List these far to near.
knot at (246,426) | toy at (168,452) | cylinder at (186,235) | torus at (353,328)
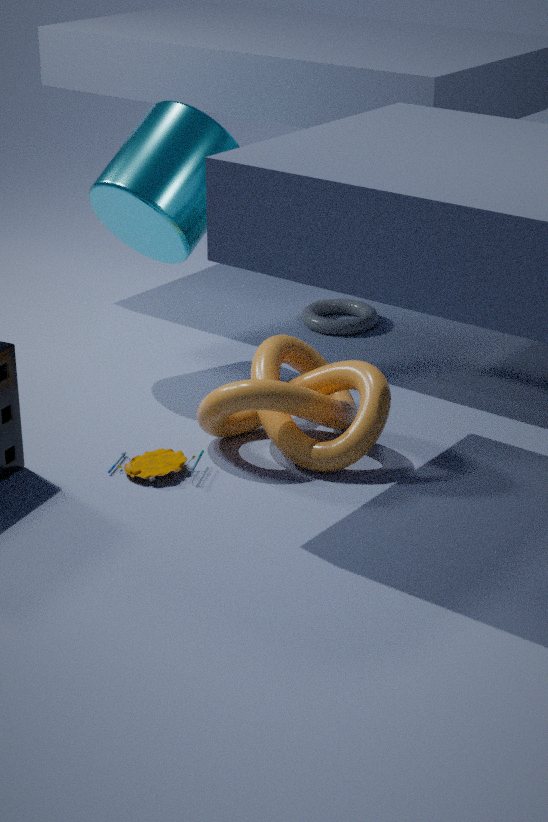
torus at (353,328) < cylinder at (186,235) < knot at (246,426) < toy at (168,452)
